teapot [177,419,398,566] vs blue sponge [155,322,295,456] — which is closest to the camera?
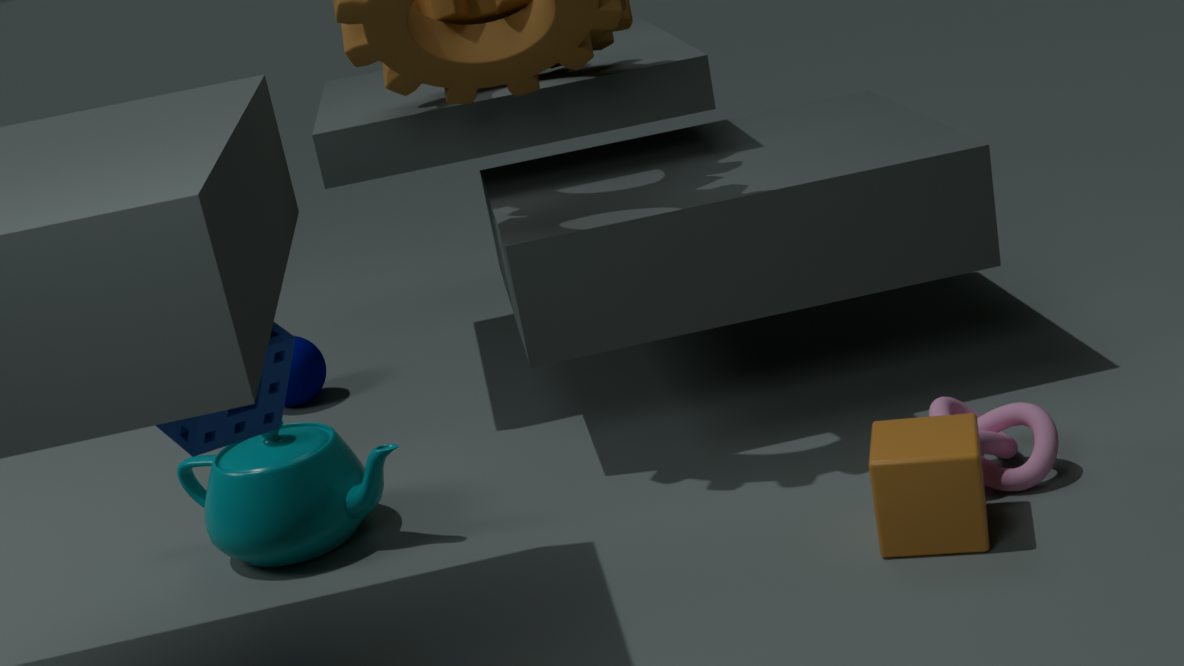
blue sponge [155,322,295,456]
